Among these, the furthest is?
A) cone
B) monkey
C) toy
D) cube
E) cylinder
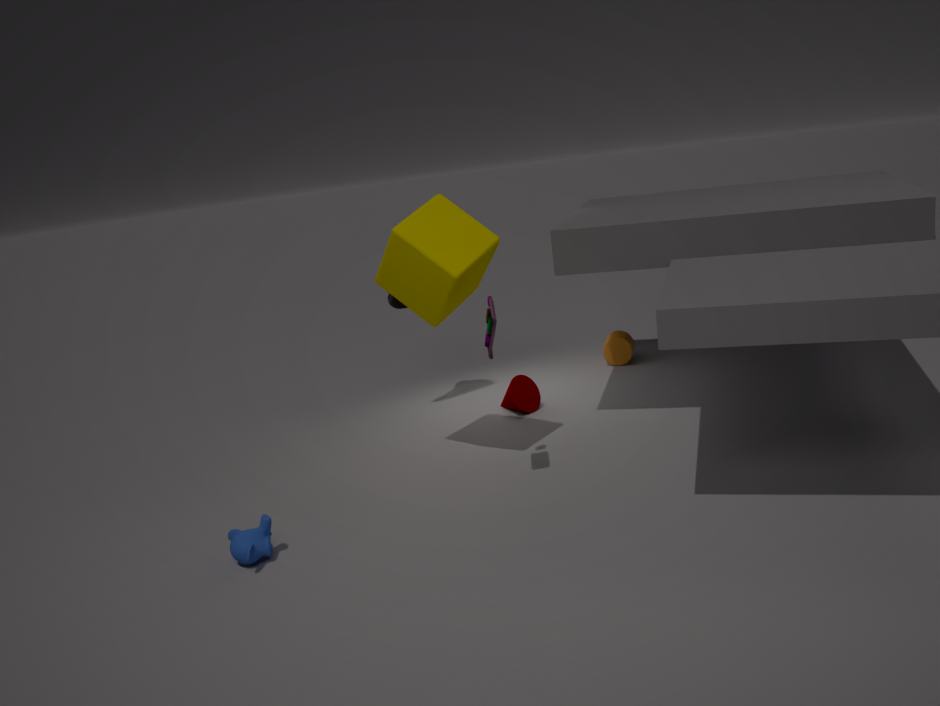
cylinder
